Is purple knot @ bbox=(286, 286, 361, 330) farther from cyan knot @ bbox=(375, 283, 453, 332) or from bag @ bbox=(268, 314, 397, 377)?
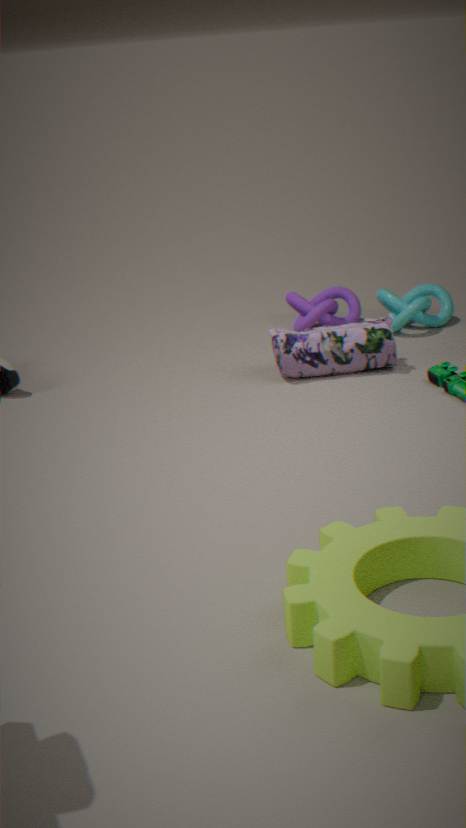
bag @ bbox=(268, 314, 397, 377)
